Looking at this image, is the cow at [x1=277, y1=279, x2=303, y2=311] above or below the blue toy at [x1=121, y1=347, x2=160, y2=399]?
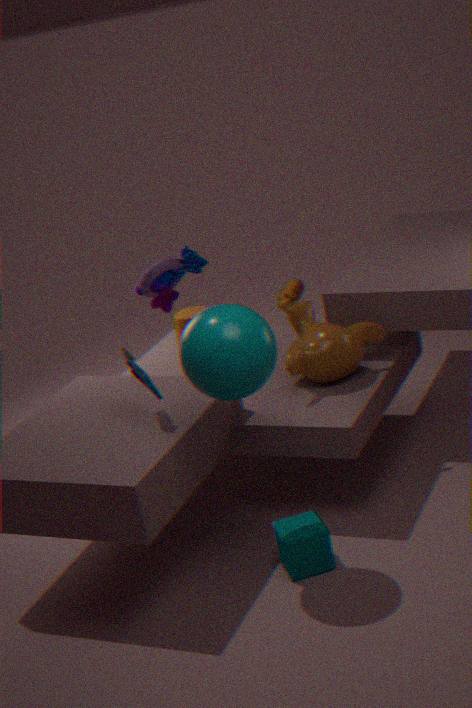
below
